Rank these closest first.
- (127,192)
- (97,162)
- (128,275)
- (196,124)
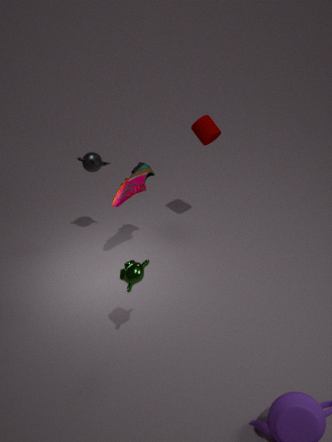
1. (128,275)
2. (127,192)
3. (196,124)
4. (97,162)
